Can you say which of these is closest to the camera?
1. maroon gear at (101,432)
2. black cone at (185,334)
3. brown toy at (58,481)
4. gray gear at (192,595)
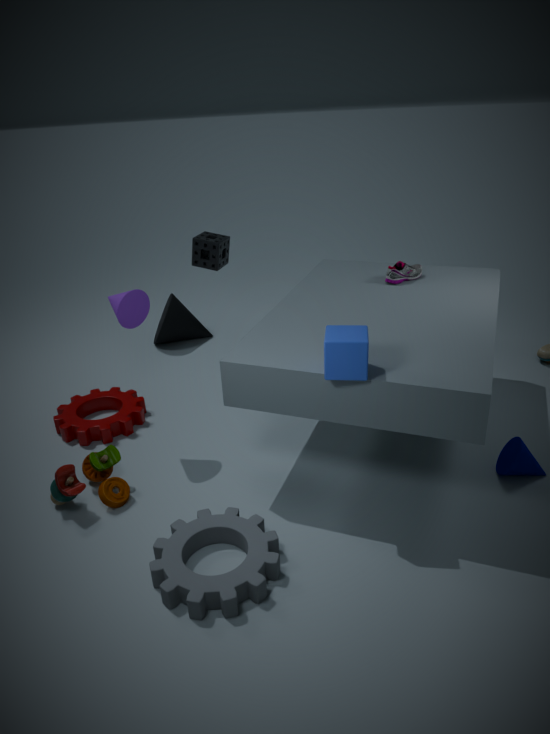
gray gear at (192,595)
